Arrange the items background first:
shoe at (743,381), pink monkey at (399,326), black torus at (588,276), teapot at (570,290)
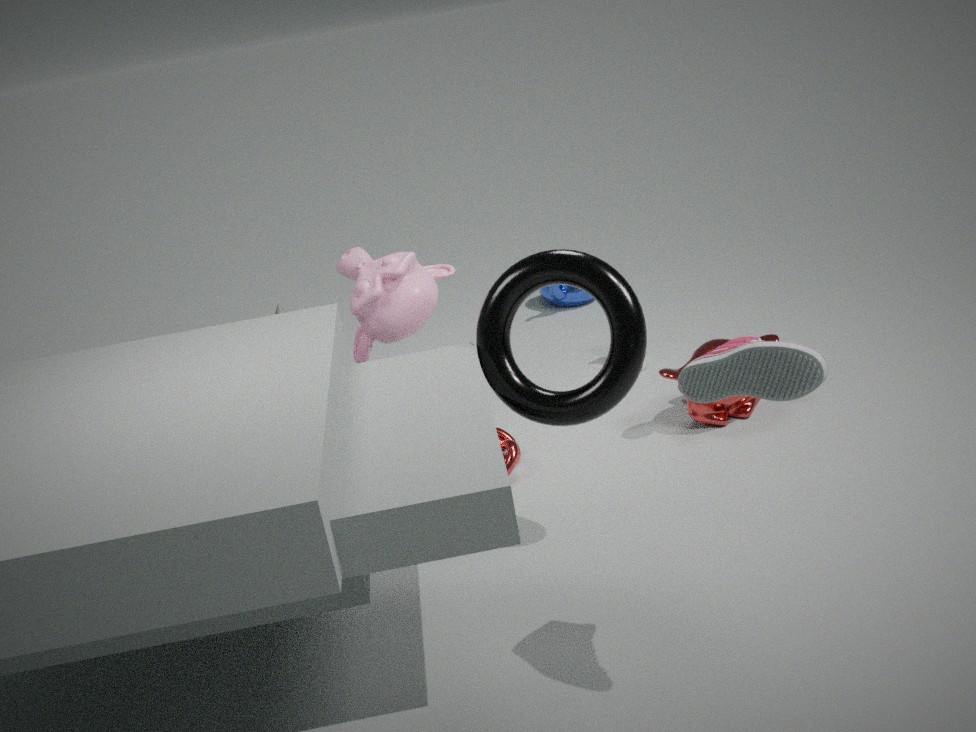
teapot at (570,290) < pink monkey at (399,326) < black torus at (588,276) < shoe at (743,381)
